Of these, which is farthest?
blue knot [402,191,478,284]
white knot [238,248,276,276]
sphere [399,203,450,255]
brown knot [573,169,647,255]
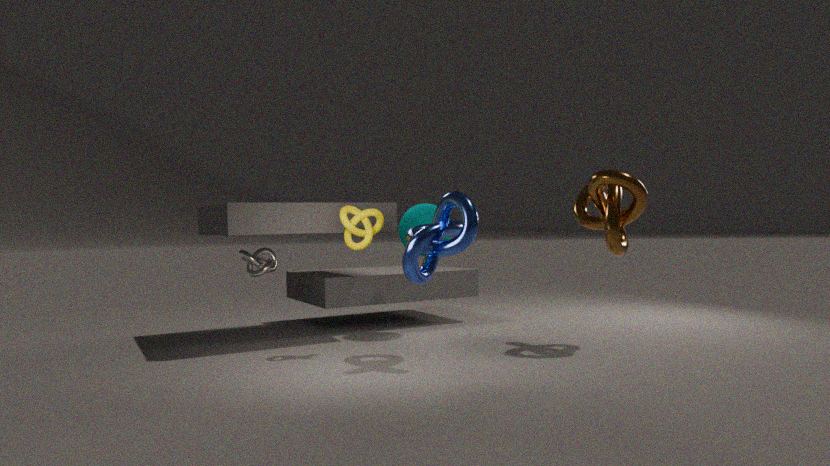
sphere [399,203,450,255]
